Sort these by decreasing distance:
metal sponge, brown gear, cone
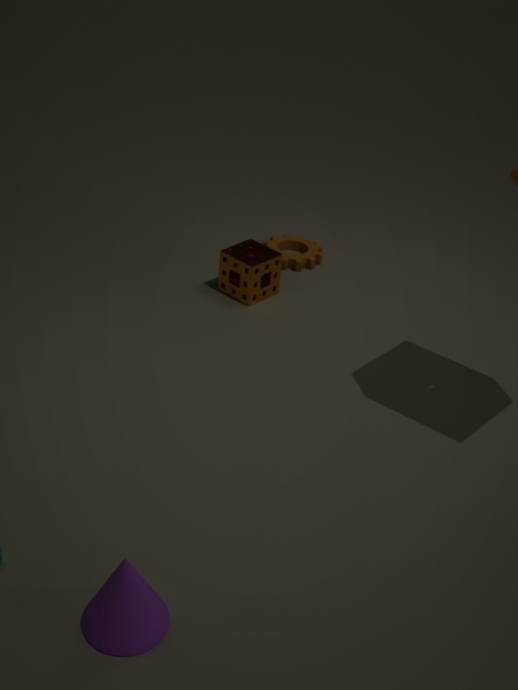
brown gear
metal sponge
cone
